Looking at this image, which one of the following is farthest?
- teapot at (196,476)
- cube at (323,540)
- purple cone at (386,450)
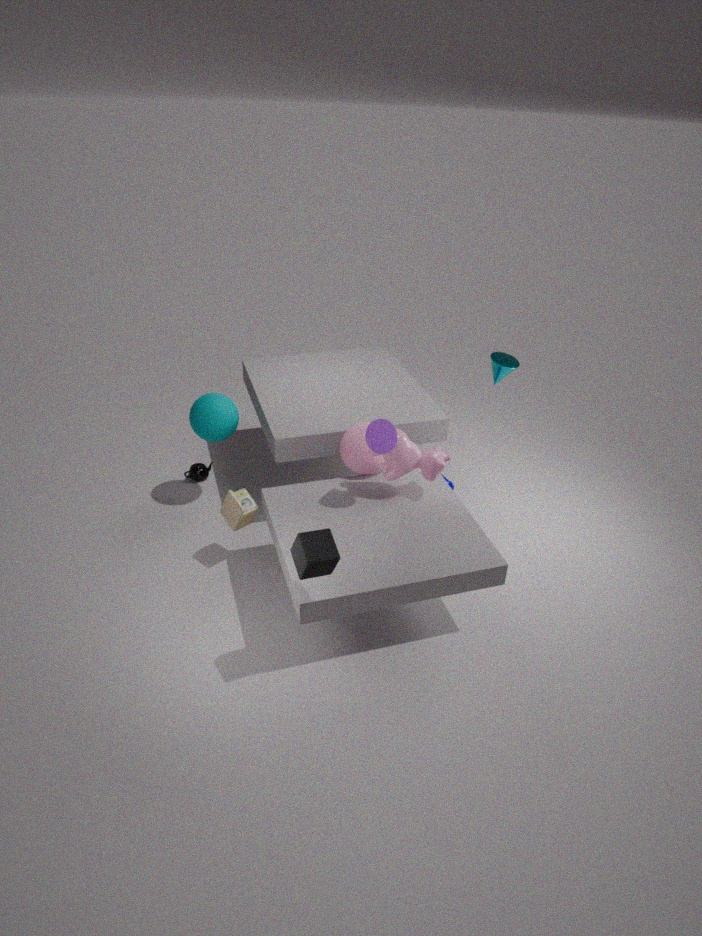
teapot at (196,476)
